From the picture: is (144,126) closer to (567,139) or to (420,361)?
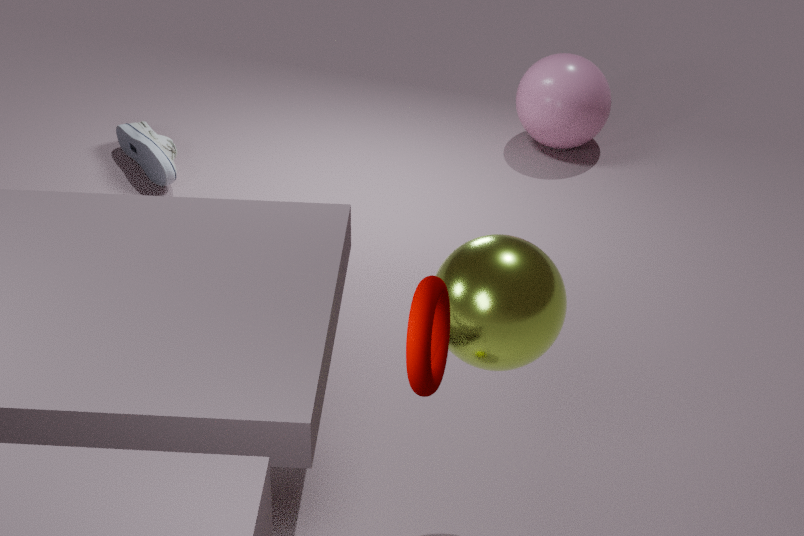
(567,139)
